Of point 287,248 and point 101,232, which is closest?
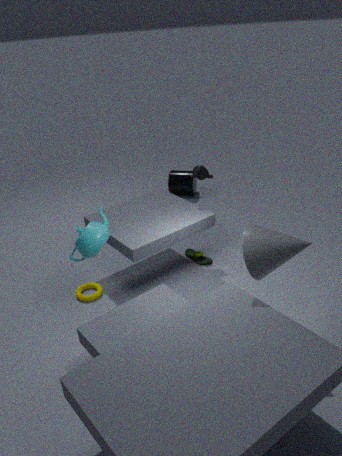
point 287,248
